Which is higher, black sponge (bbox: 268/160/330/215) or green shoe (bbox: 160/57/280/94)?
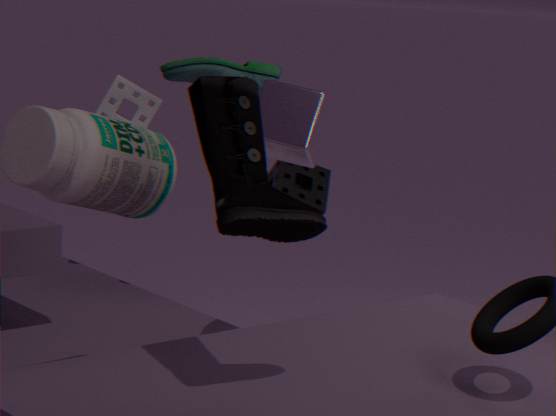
green shoe (bbox: 160/57/280/94)
